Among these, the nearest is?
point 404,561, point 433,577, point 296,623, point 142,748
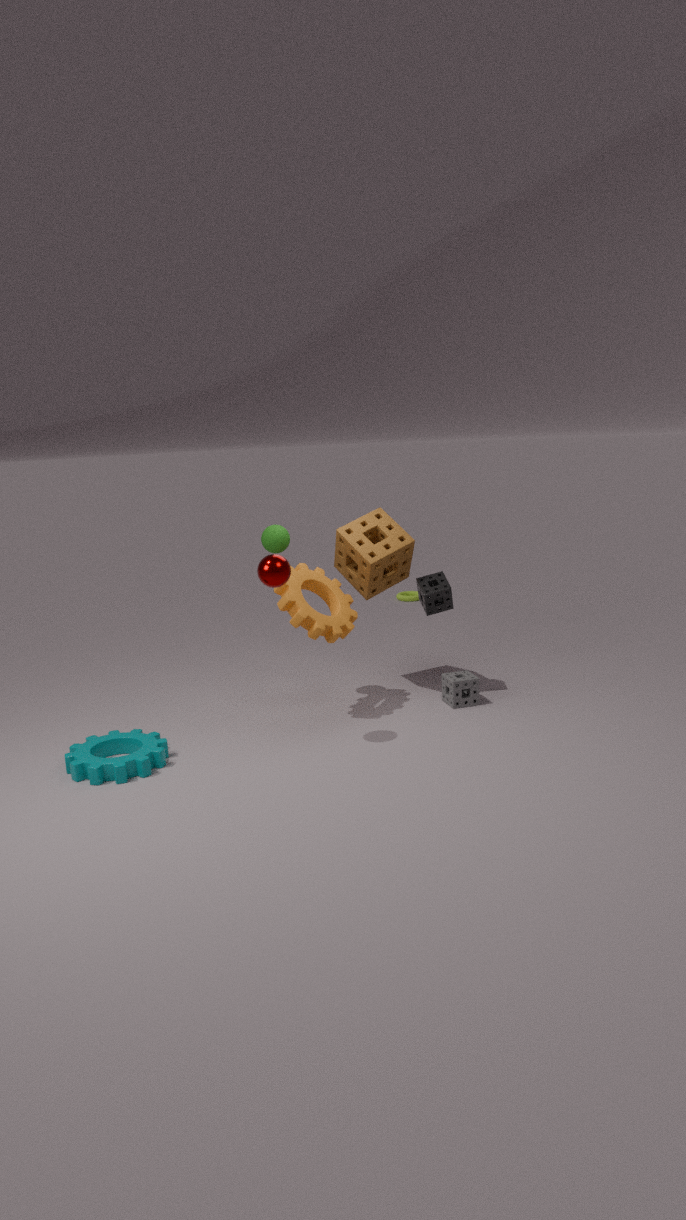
point 142,748
